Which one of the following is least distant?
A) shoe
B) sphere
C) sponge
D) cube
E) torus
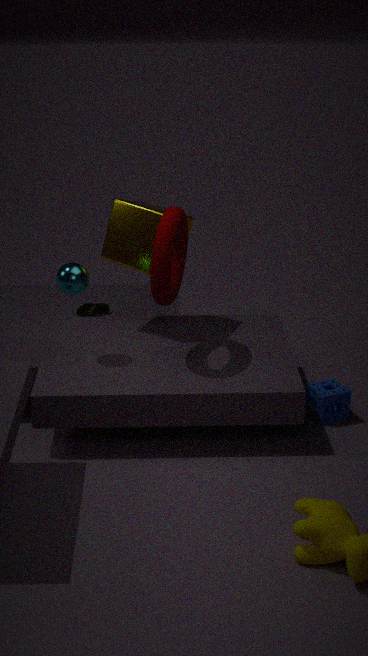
torus
